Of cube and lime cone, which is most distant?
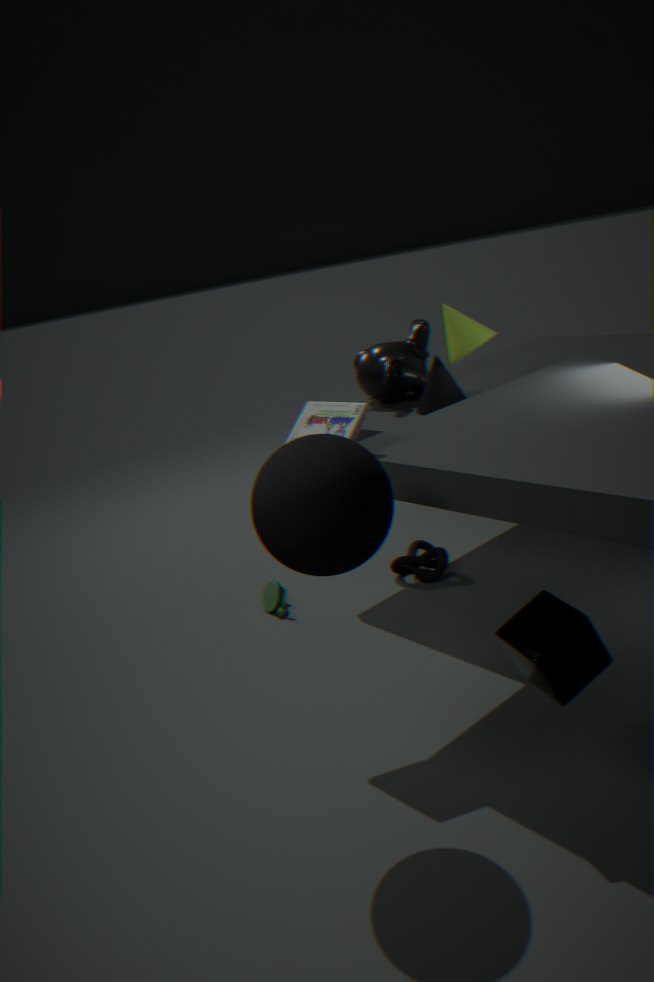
lime cone
